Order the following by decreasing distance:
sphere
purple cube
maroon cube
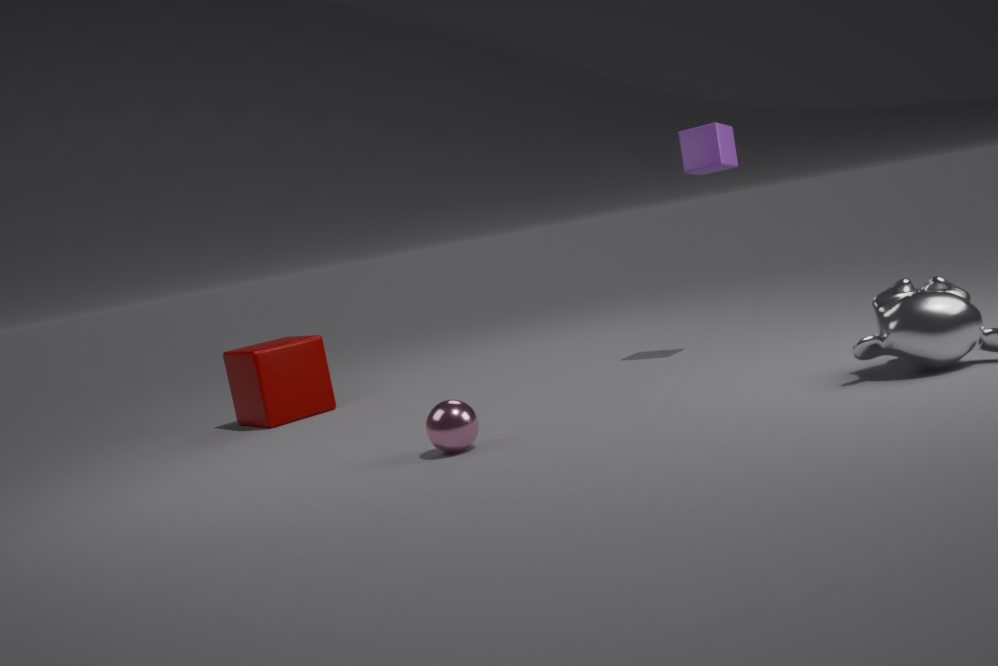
1. maroon cube
2. purple cube
3. sphere
